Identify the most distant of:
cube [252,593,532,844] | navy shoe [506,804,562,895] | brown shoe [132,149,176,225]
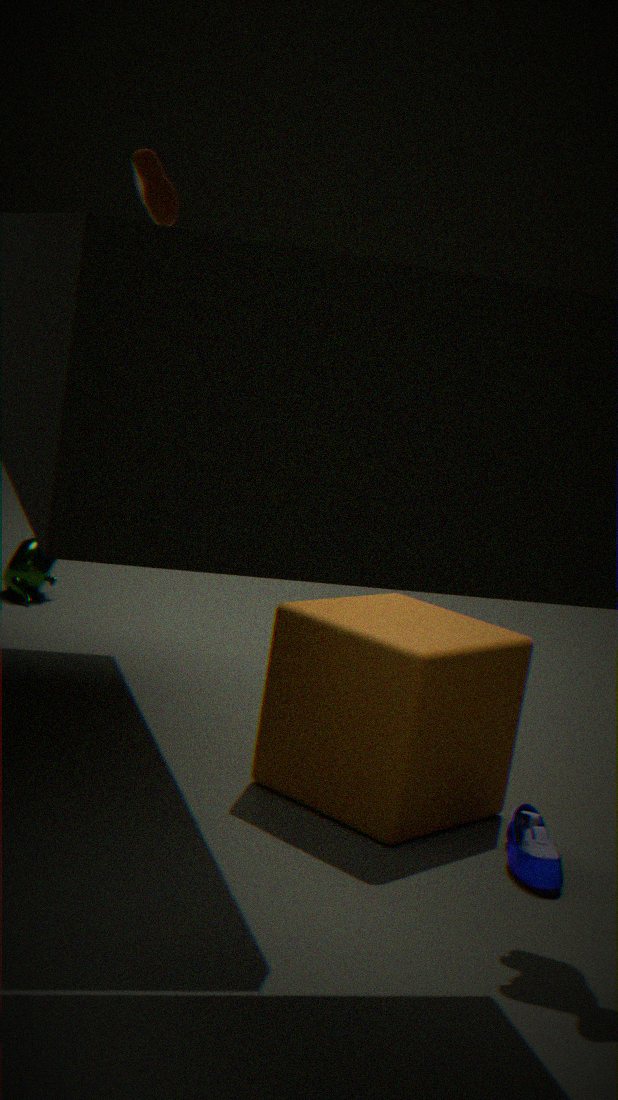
brown shoe [132,149,176,225]
